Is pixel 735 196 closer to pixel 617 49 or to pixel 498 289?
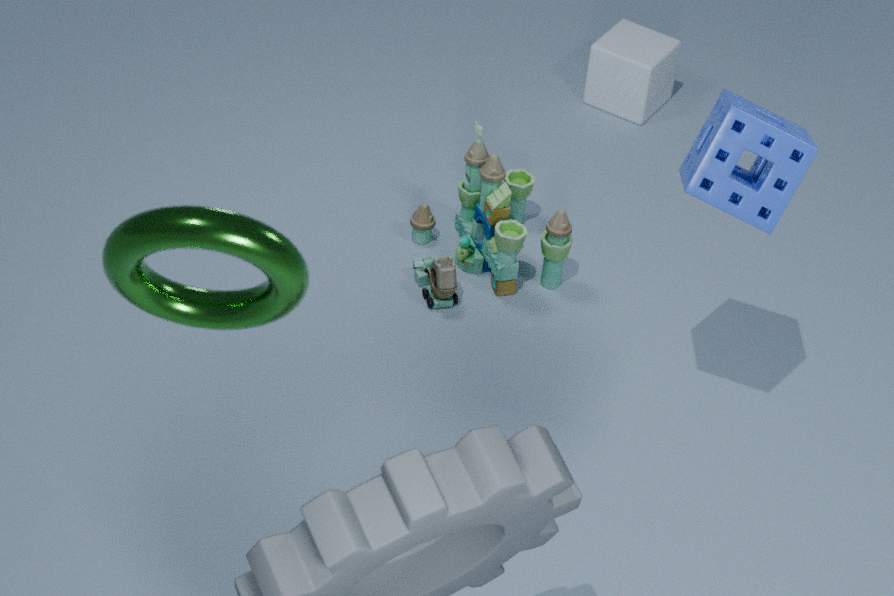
pixel 498 289
